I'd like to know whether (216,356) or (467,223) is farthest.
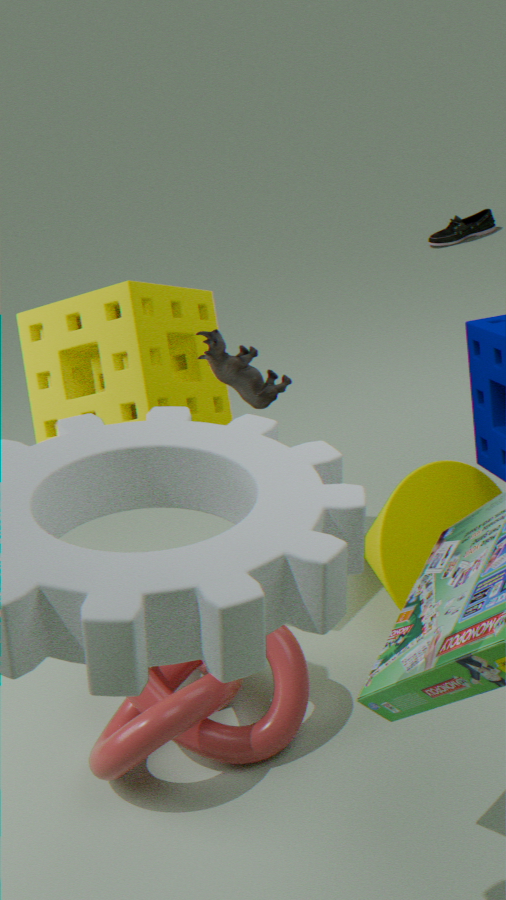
(467,223)
